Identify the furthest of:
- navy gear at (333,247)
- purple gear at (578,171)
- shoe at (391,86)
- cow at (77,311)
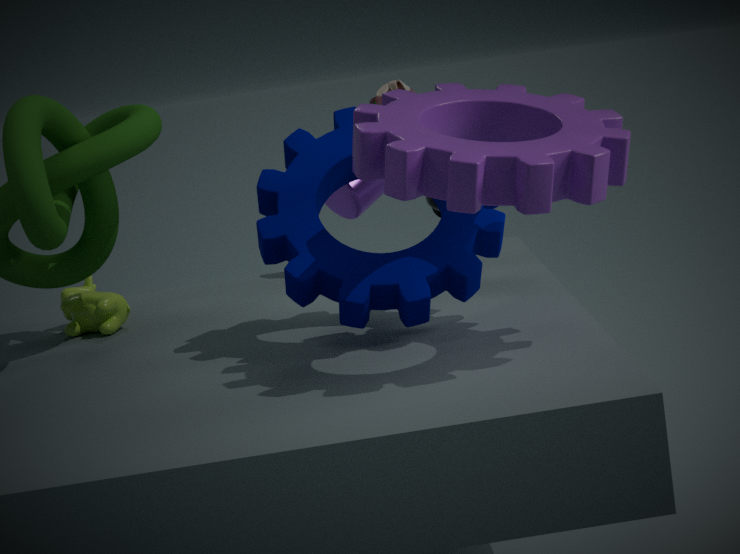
shoe at (391,86)
